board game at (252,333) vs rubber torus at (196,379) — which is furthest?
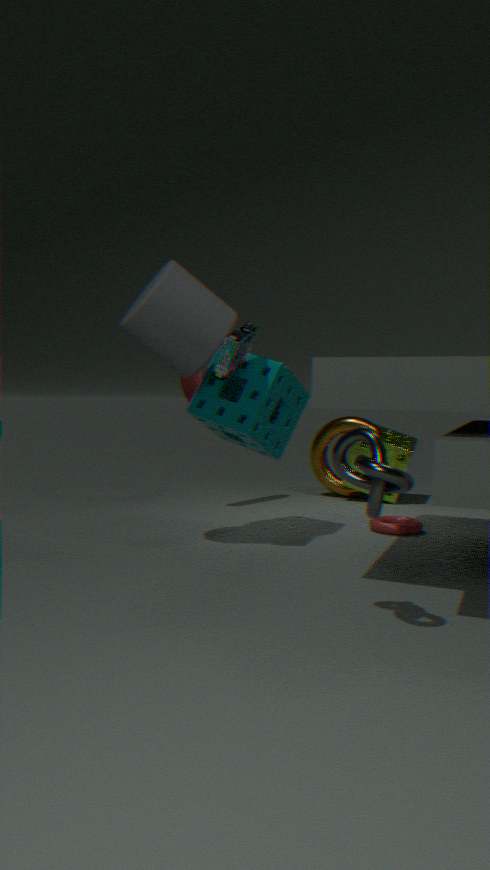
rubber torus at (196,379)
